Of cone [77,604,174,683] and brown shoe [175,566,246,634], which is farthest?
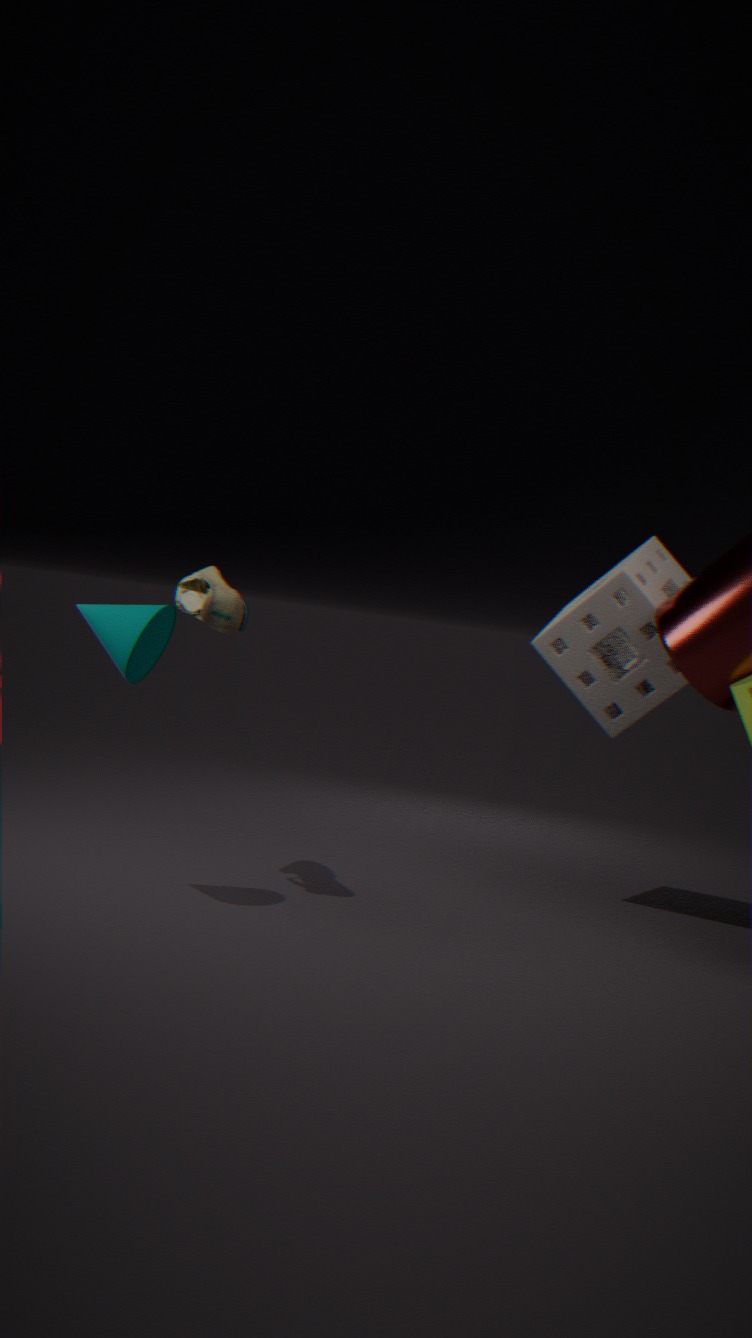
brown shoe [175,566,246,634]
